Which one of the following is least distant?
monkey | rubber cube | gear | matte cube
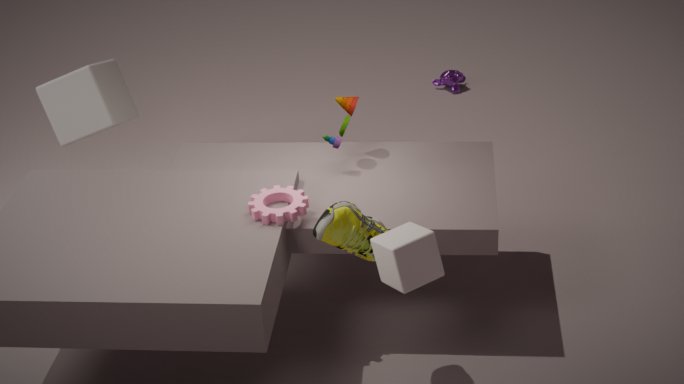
rubber cube
